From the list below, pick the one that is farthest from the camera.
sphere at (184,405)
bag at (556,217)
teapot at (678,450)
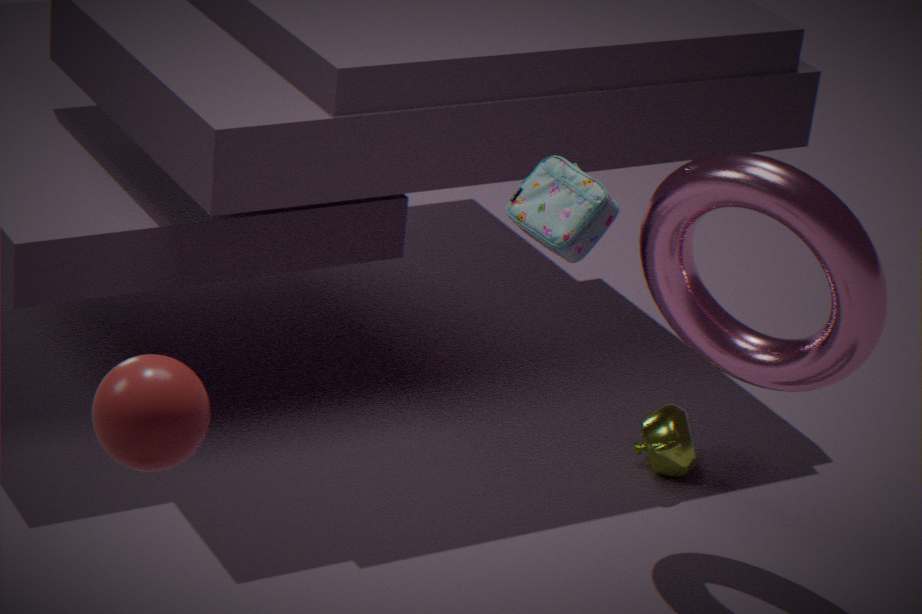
teapot at (678,450)
